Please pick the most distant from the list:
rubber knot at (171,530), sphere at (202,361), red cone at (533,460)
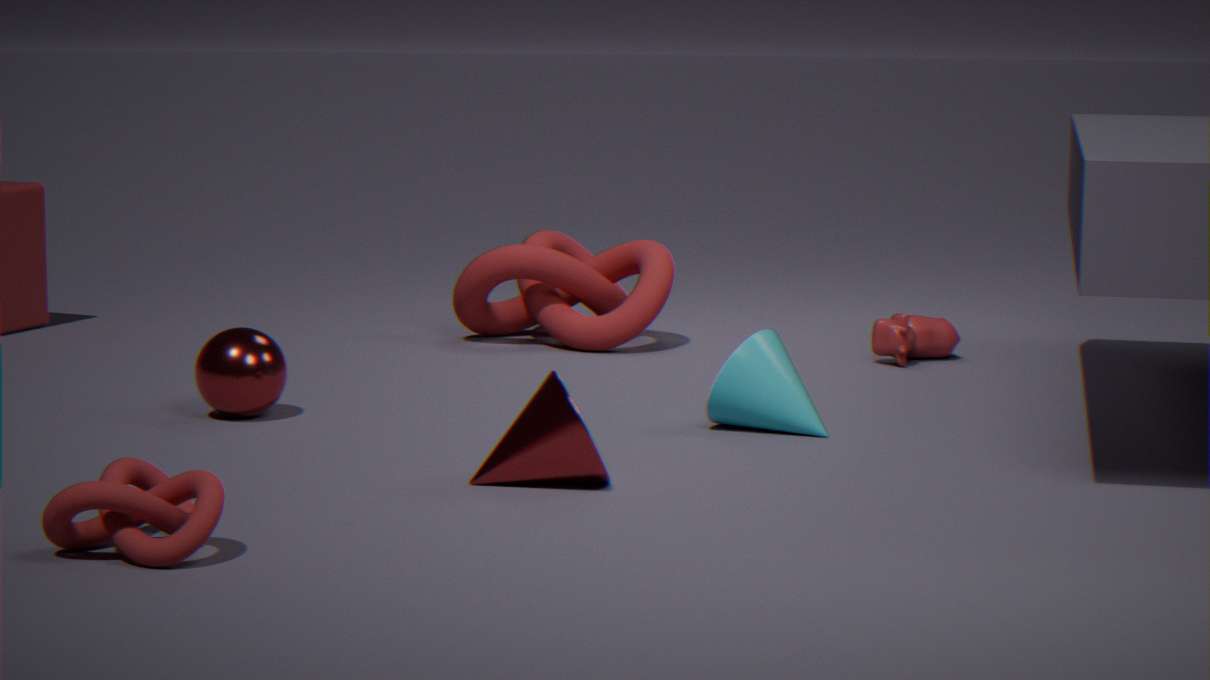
sphere at (202,361)
